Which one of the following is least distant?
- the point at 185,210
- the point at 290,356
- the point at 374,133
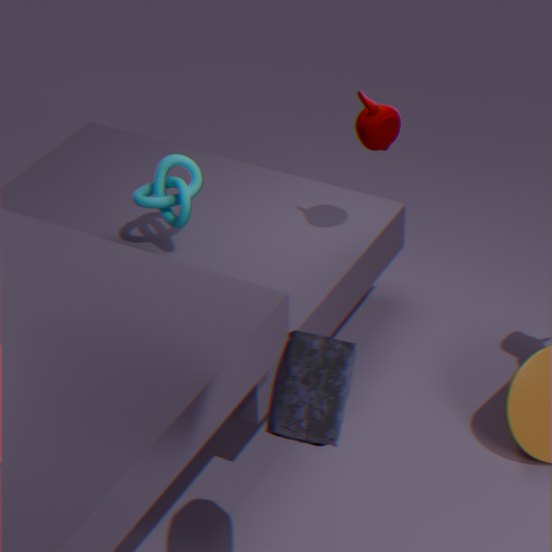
the point at 290,356
